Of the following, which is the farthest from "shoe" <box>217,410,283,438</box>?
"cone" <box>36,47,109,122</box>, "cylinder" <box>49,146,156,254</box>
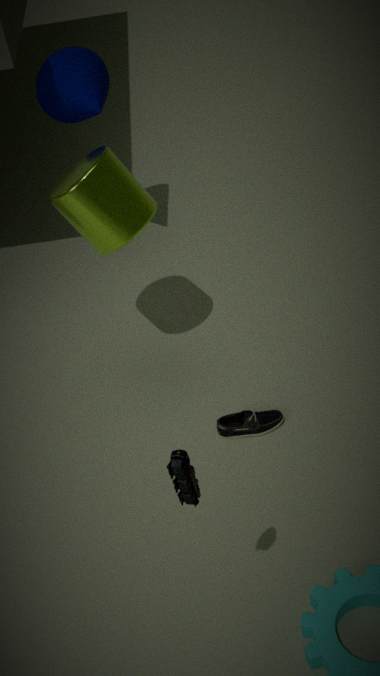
"cone" <box>36,47,109,122</box>
